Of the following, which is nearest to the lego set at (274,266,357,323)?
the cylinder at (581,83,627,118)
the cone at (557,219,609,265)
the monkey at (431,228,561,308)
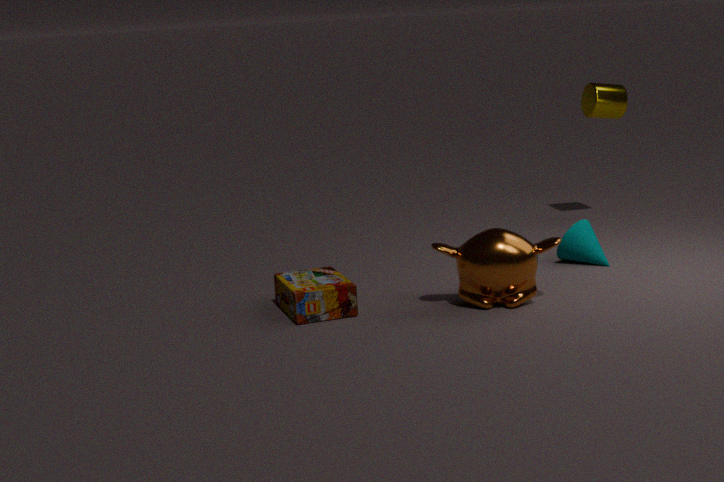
the monkey at (431,228,561,308)
